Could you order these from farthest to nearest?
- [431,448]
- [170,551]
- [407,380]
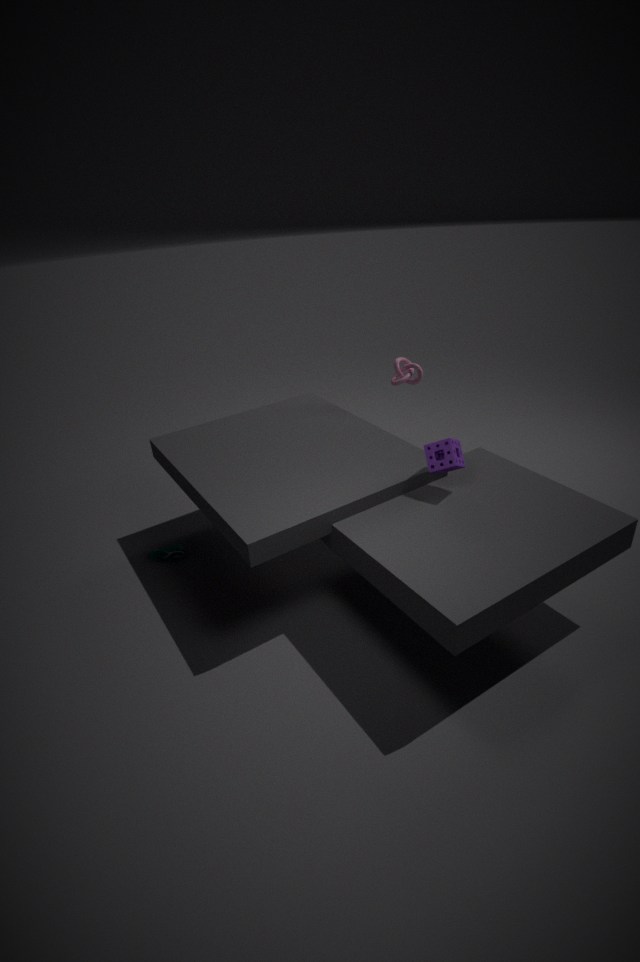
[407,380] → [170,551] → [431,448]
